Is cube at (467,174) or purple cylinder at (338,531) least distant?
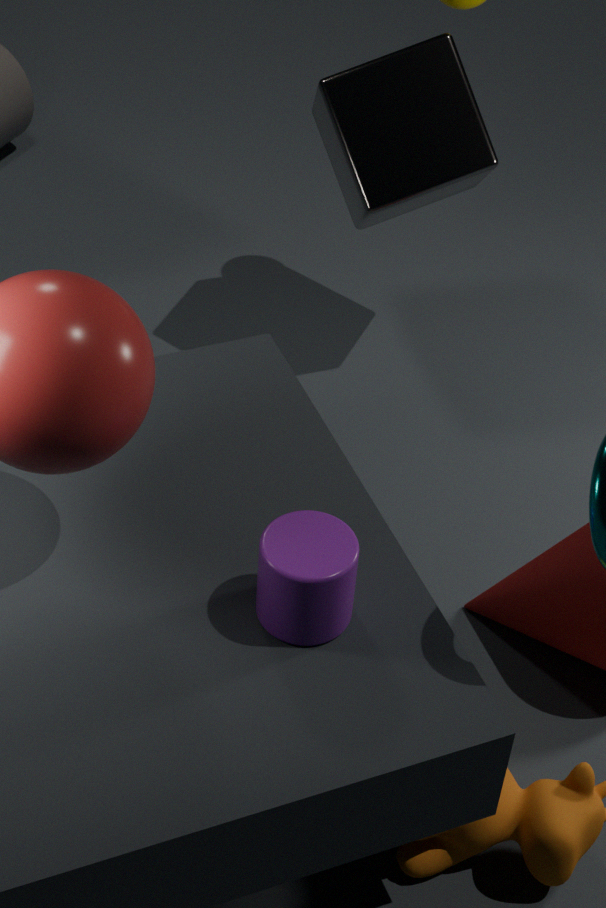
purple cylinder at (338,531)
